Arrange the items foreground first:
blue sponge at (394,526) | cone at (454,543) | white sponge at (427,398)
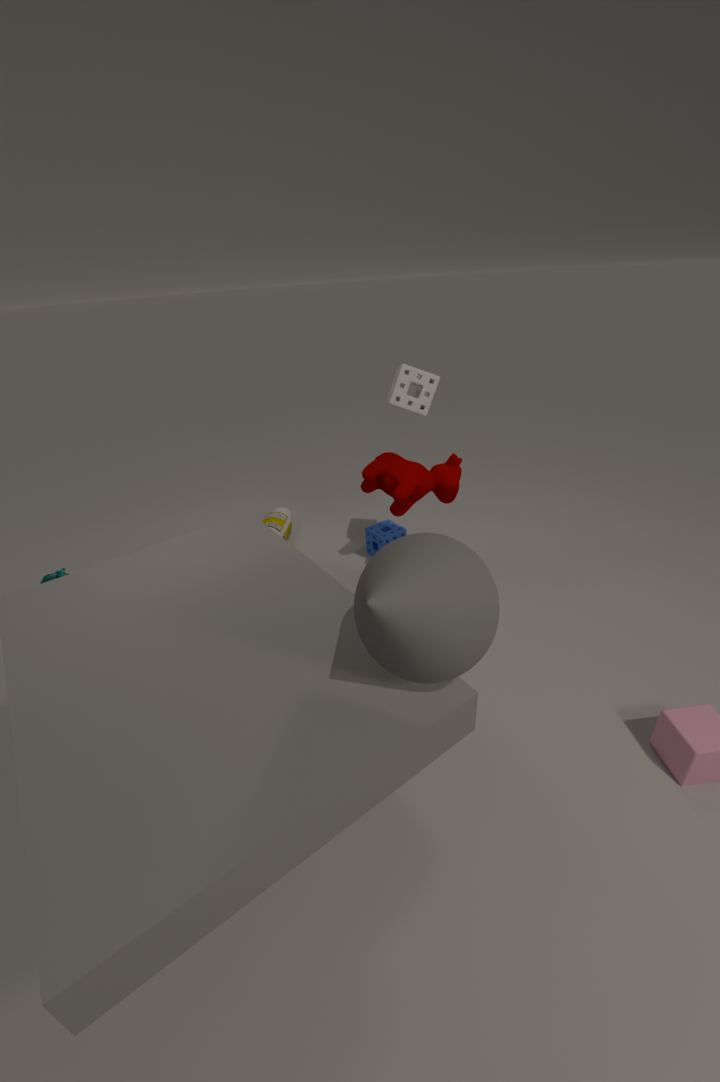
cone at (454,543)
white sponge at (427,398)
blue sponge at (394,526)
